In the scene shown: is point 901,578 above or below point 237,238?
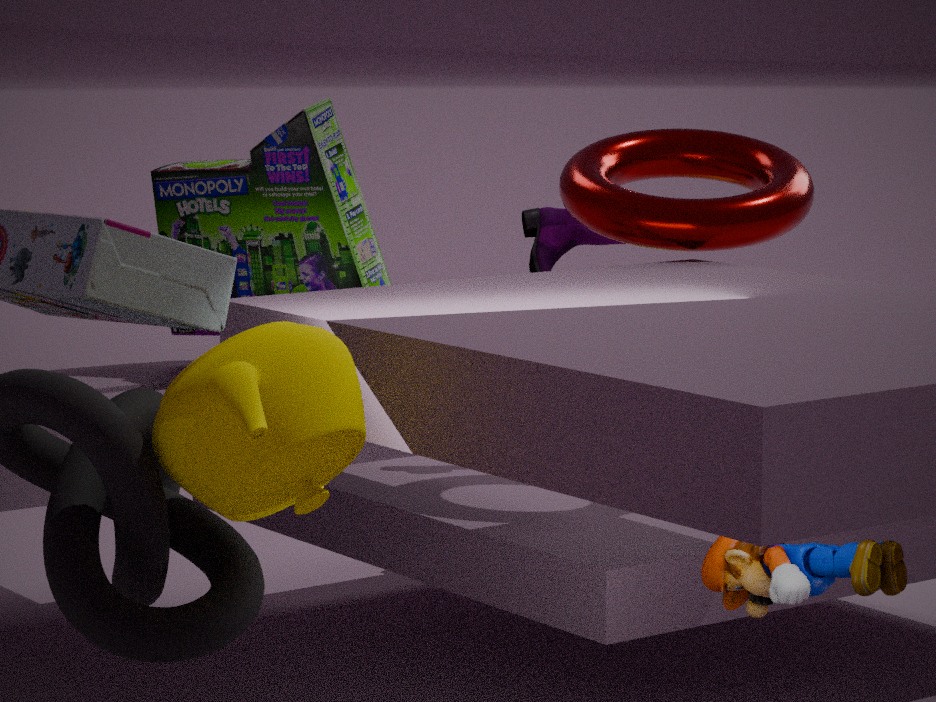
below
